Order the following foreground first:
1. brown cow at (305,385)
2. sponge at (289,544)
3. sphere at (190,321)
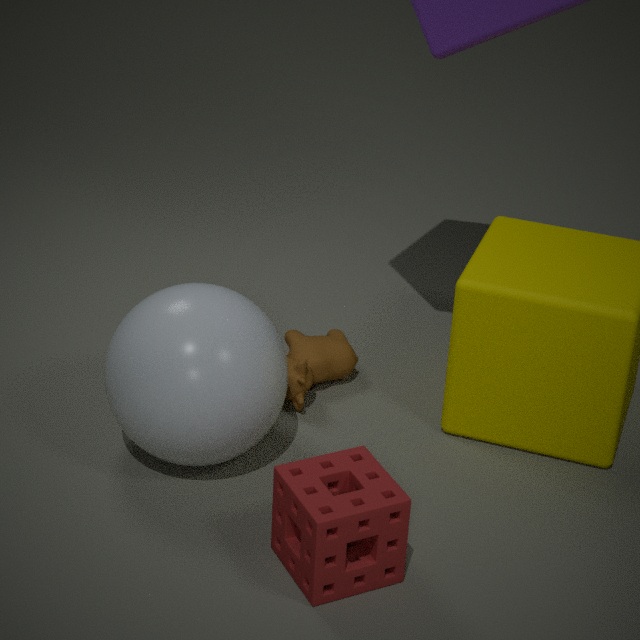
1. sponge at (289,544)
2. sphere at (190,321)
3. brown cow at (305,385)
